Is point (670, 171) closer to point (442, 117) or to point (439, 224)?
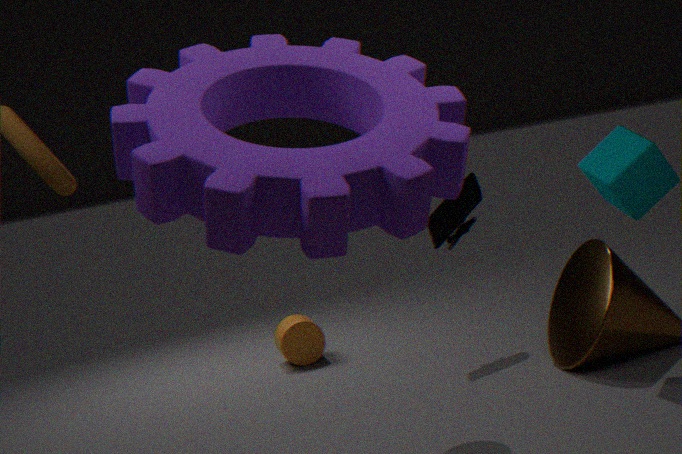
point (439, 224)
